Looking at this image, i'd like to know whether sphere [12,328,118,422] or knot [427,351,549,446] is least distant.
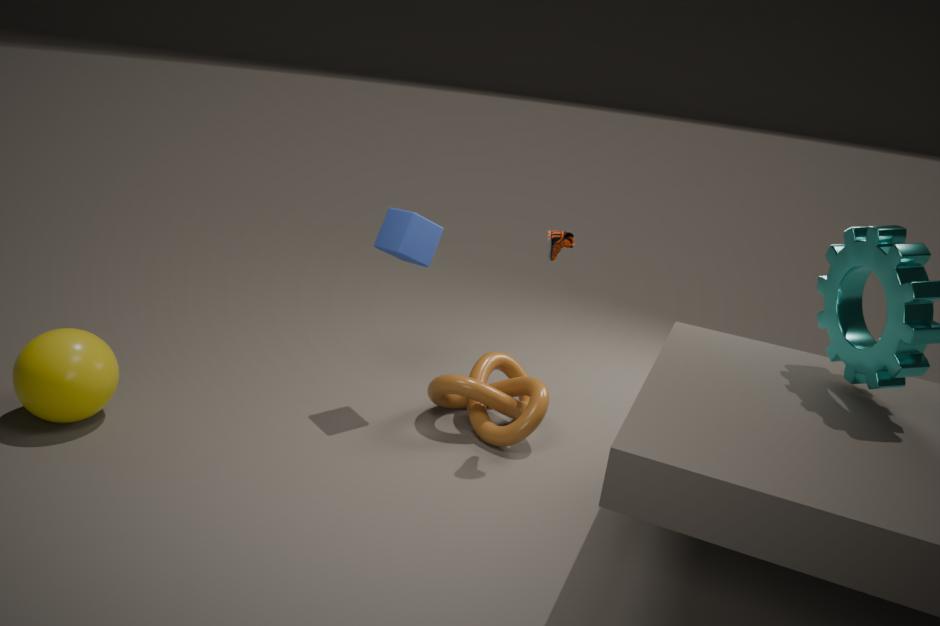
sphere [12,328,118,422]
